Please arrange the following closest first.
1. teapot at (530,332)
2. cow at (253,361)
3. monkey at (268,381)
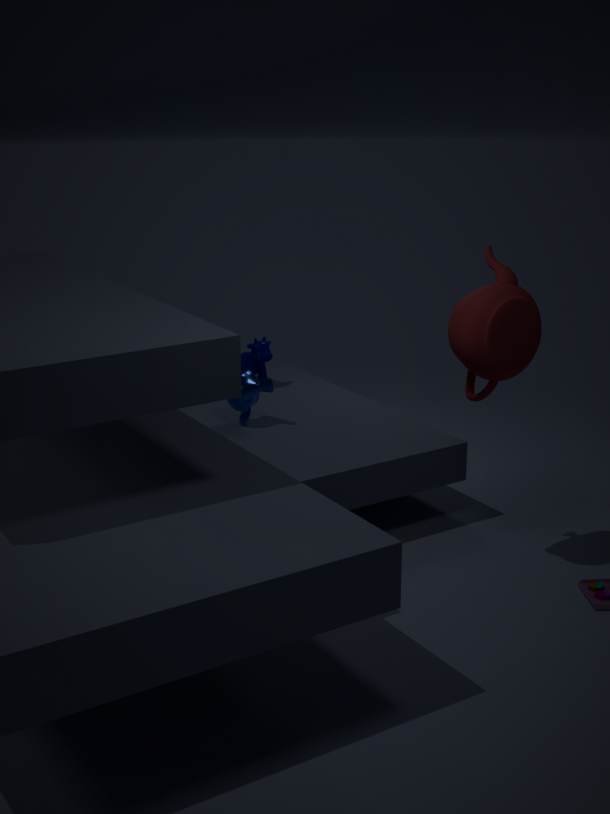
1. teapot at (530,332)
2. monkey at (268,381)
3. cow at (253,361)
